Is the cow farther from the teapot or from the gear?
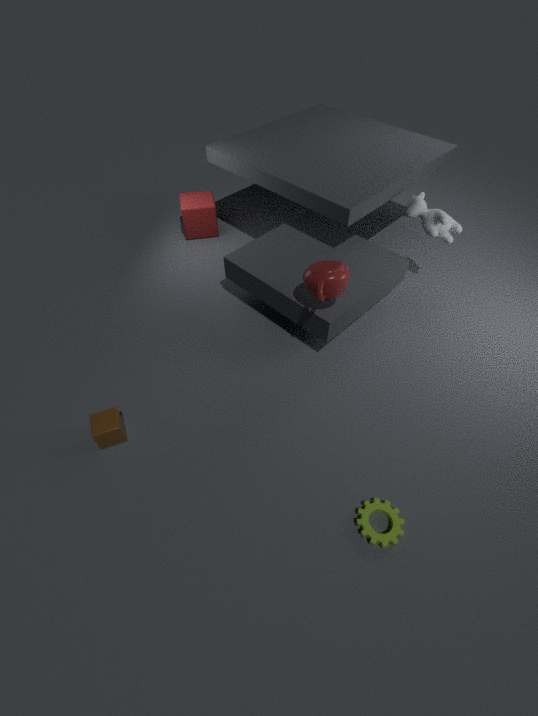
the gear
